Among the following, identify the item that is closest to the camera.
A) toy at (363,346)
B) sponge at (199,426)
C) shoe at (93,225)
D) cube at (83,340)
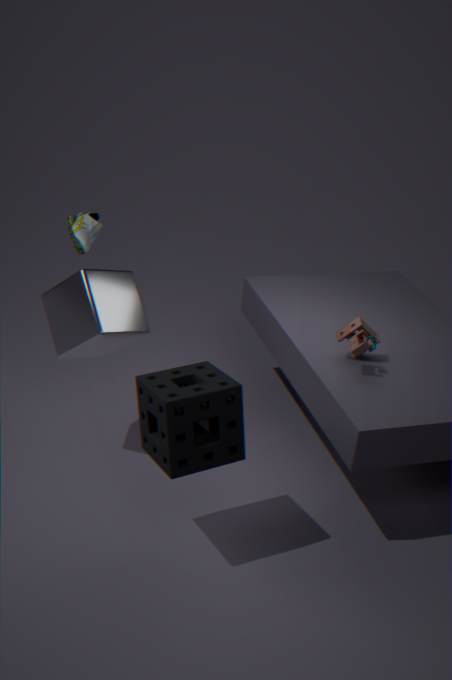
sponge at (199,426)
